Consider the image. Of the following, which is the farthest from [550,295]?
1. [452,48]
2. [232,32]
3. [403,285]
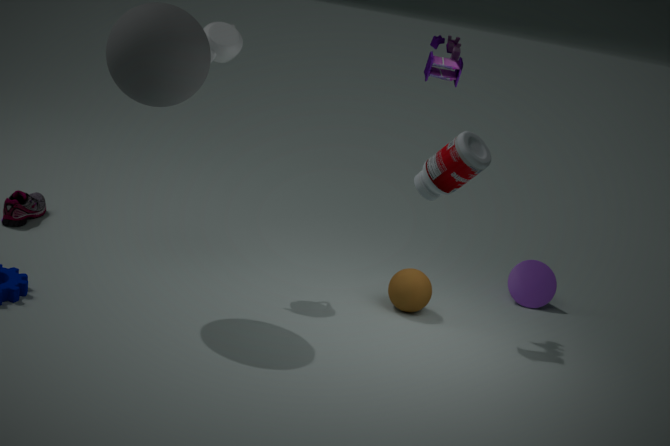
[232,32]
